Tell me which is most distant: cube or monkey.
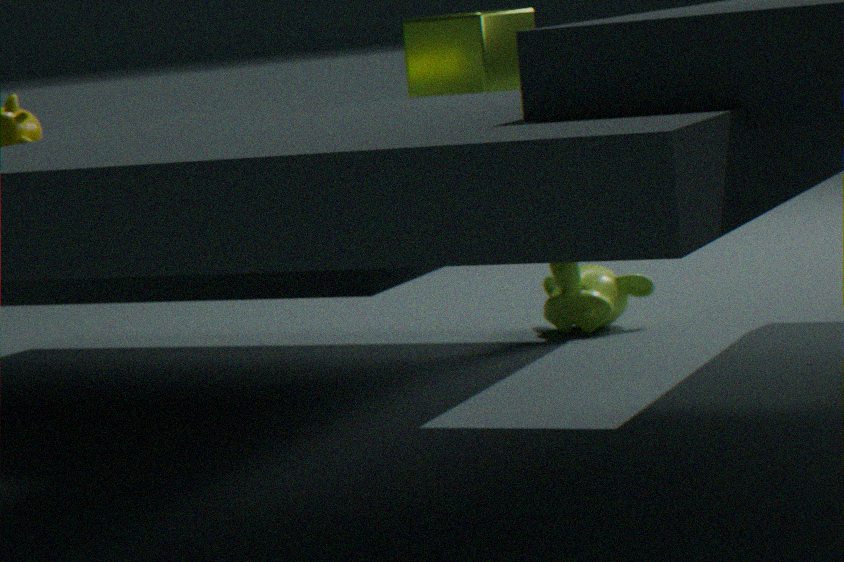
monkey
